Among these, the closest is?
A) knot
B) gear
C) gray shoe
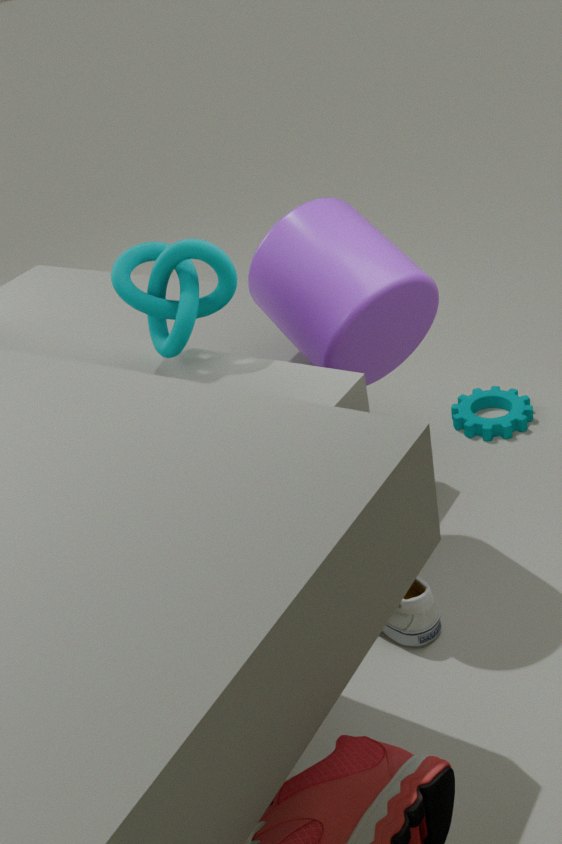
knot
